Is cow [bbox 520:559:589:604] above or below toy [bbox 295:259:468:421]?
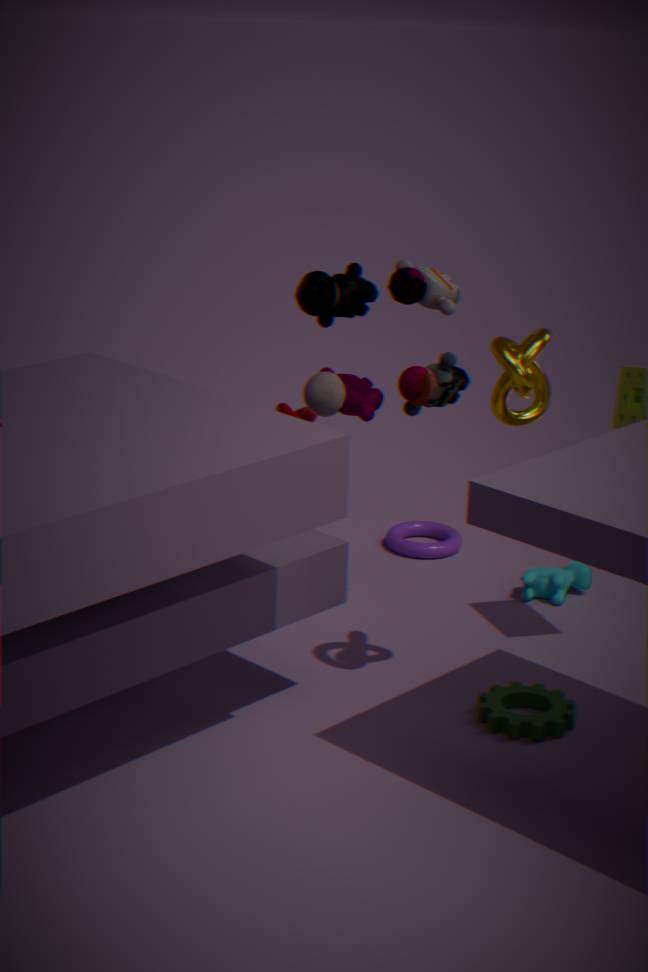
below
